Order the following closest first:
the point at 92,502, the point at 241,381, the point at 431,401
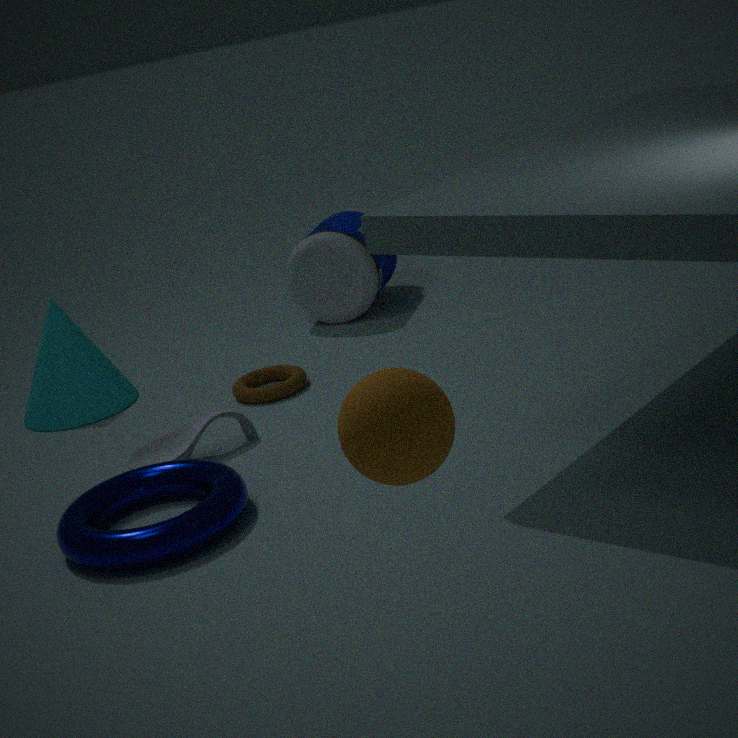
the point at 431,401 < the point at 92,502 < the point at 241,381
